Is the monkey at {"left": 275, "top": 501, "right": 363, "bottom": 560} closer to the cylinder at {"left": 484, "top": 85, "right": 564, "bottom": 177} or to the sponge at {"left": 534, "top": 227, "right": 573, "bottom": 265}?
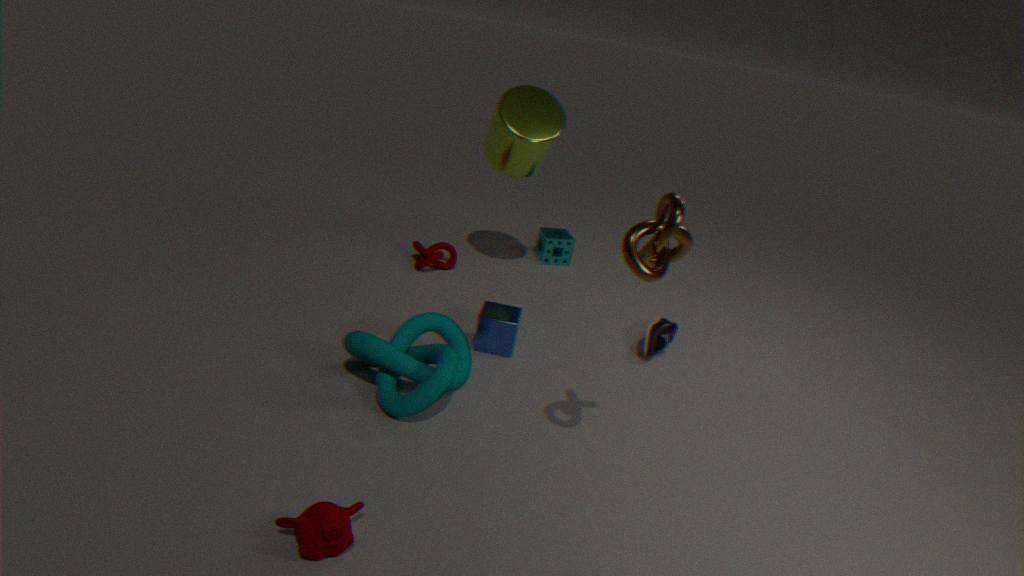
the cylinder at {"left": 484, "top": 85, "right": 564, "bottom": 177}
